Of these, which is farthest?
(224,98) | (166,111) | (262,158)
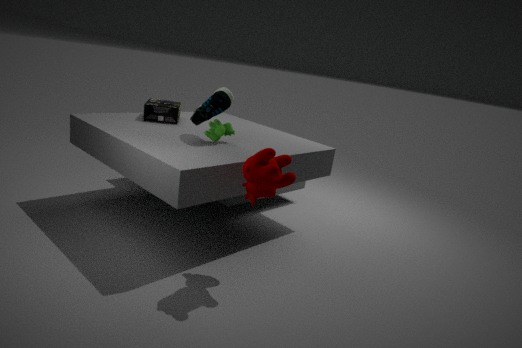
(166,111)
